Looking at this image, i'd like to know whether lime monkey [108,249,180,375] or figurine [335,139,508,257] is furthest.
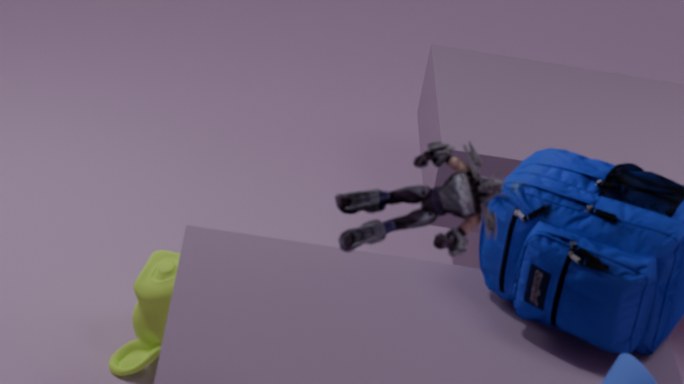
lime monkey [108,249,180,375]
